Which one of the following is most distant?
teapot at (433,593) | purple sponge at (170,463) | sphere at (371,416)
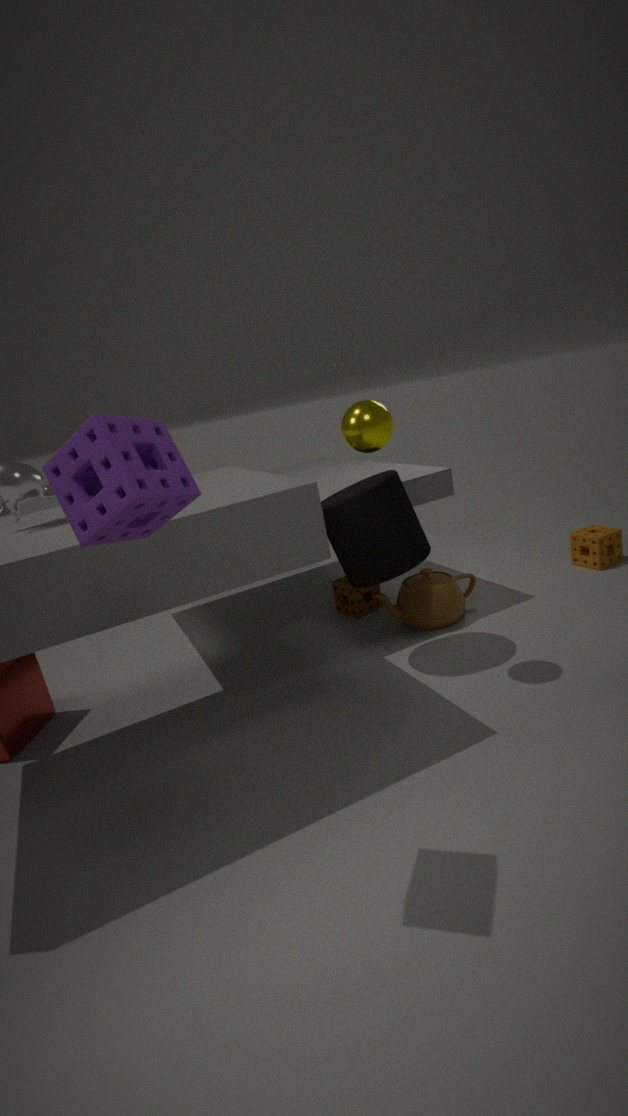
teapot at (433,593)
